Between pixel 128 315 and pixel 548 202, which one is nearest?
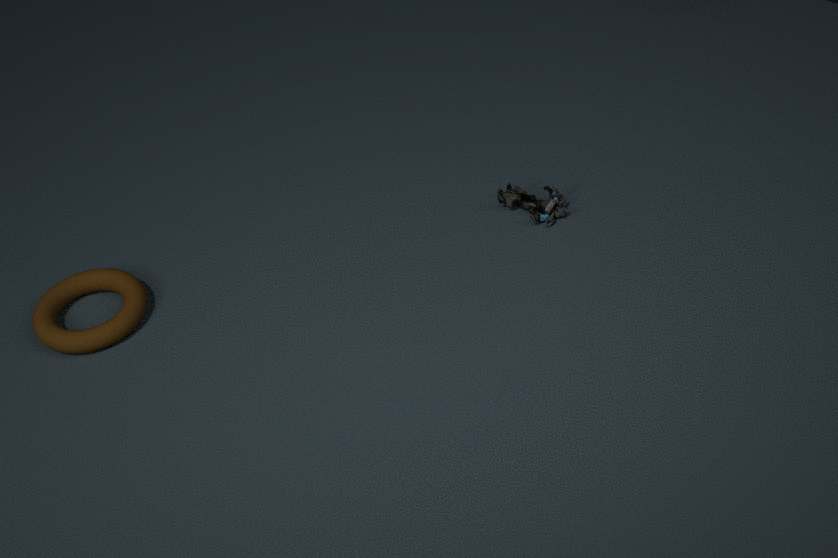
pixel 128 315
